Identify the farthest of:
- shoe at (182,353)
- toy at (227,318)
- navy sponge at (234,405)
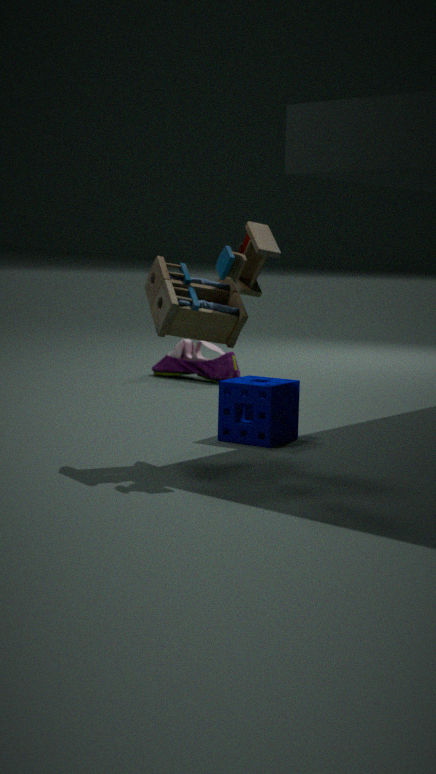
shoe at (182,353)
